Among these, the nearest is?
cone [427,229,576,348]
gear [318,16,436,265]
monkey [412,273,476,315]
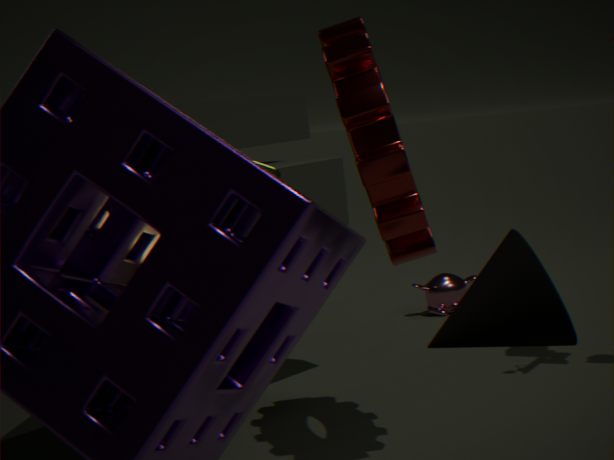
cone [427,229,576,348]
